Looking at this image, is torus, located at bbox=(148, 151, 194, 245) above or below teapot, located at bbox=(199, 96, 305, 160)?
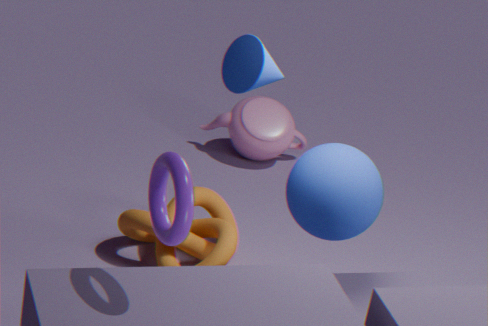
above
